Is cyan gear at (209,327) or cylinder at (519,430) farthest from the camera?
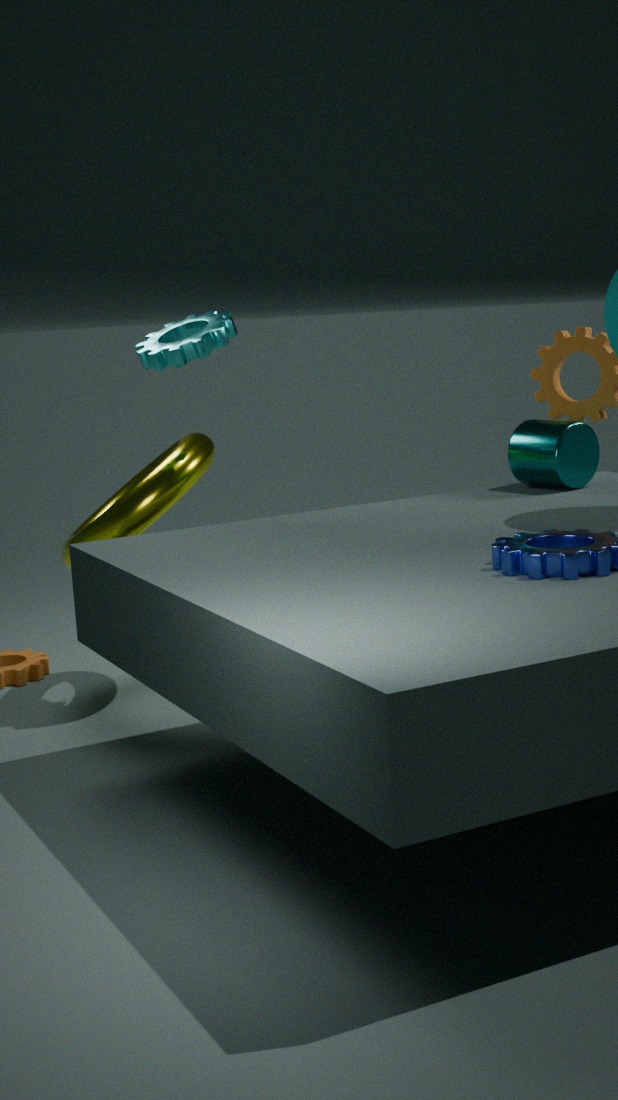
cylinder at (519,430)
